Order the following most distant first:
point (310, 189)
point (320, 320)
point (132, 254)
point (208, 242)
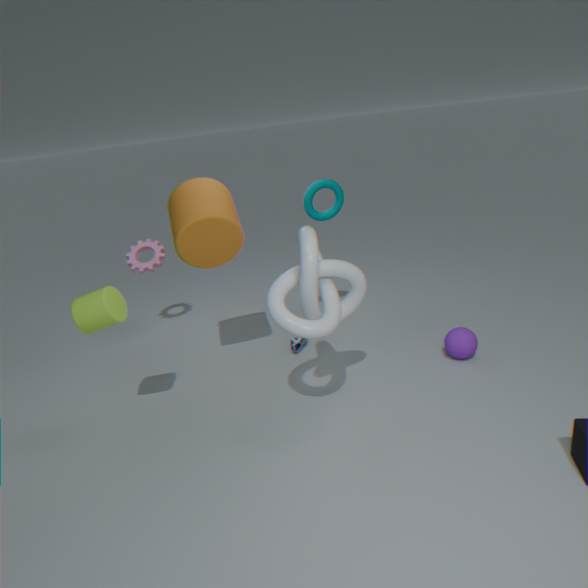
1. point (132, 254)
2. point (310, 189)
3. point (208, 242)
4. point (320, 320)
